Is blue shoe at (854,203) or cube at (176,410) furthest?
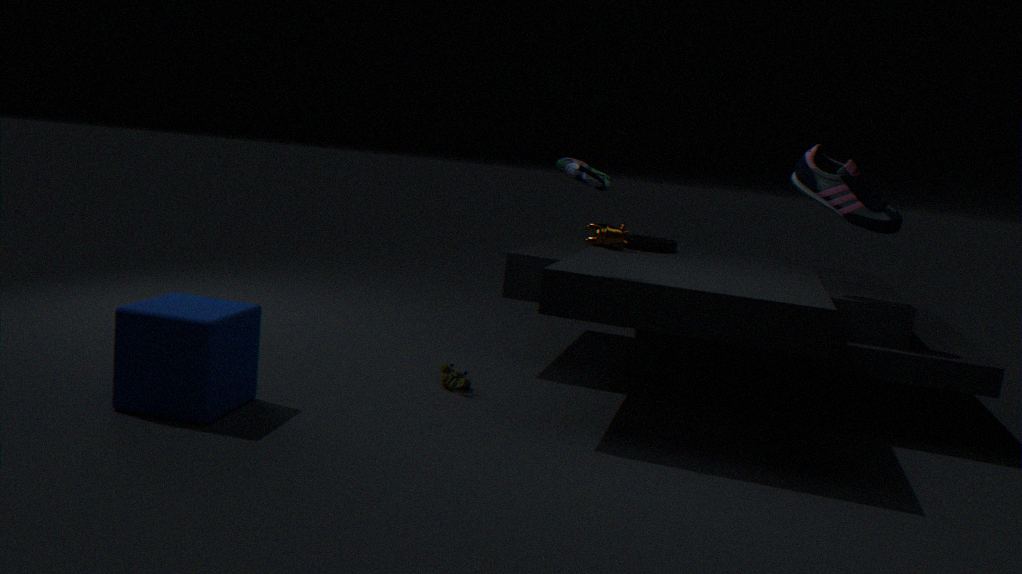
blue shoe at (854,203)
